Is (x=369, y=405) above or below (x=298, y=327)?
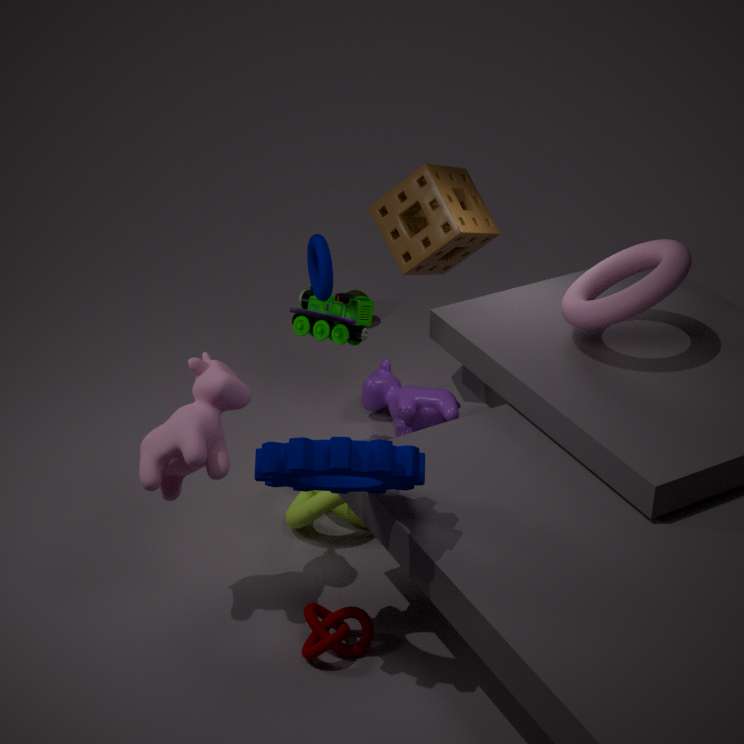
below
